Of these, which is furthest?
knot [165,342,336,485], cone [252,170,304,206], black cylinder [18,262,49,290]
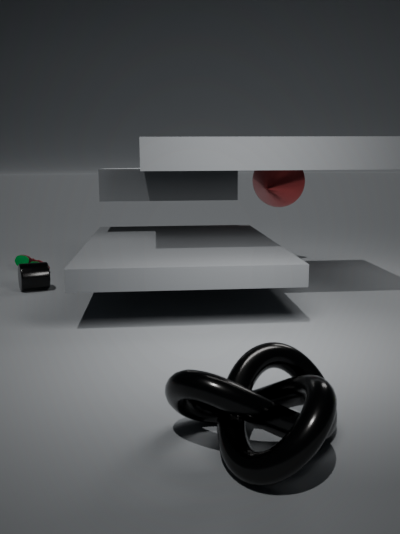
cone [252,170,304,206]
